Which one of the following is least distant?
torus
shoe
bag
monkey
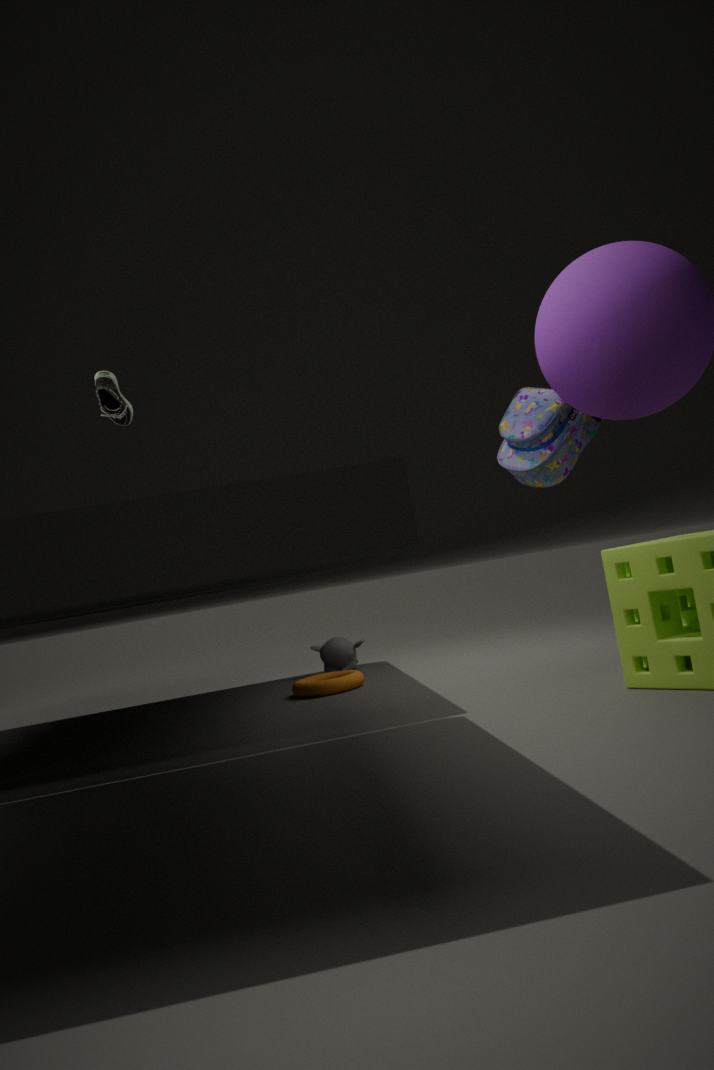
bag
